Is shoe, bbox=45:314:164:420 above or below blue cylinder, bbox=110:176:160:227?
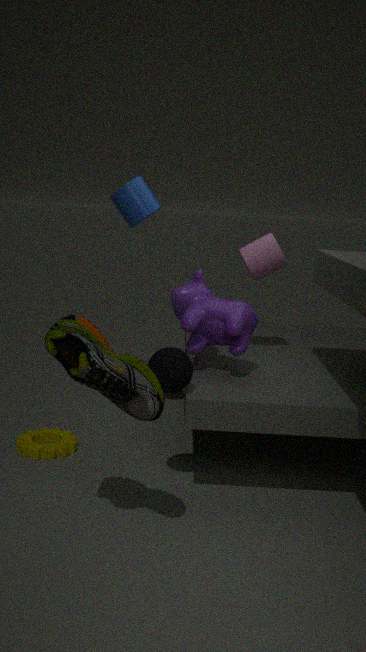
below
